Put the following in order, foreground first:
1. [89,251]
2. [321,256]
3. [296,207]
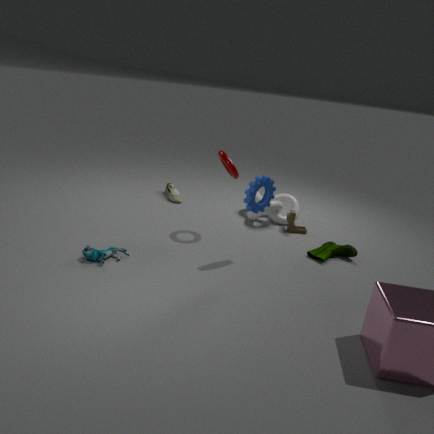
[89,251] → [321,256] → [296,207]
